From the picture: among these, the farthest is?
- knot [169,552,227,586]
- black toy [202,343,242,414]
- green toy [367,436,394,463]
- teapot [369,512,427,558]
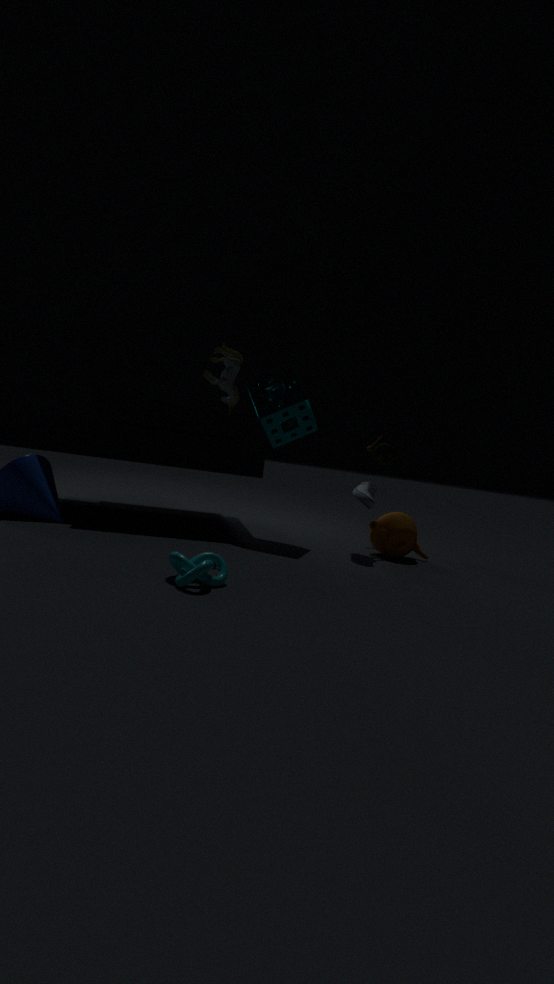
green toy [367,436,394,463]
